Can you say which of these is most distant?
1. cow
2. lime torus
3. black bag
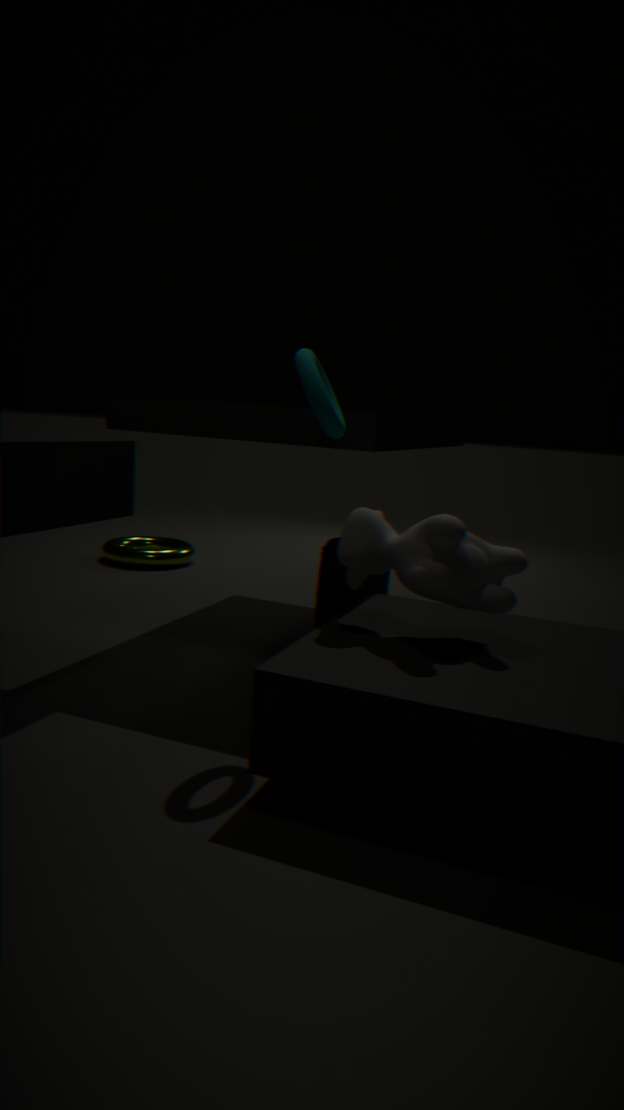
lime torus
